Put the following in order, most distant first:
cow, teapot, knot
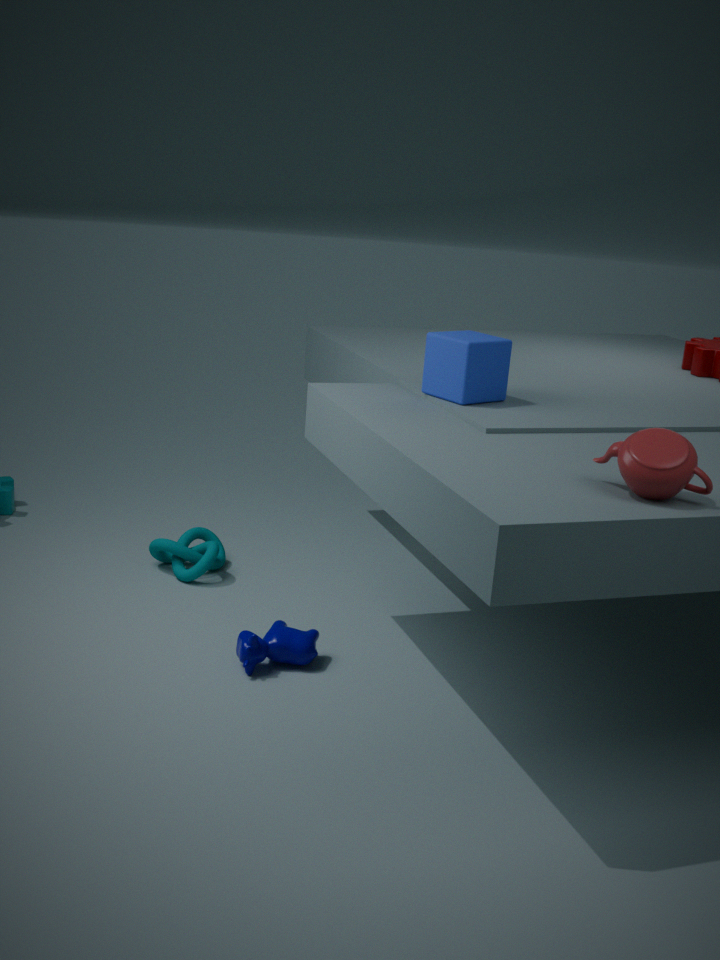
knot < cow < teapot
